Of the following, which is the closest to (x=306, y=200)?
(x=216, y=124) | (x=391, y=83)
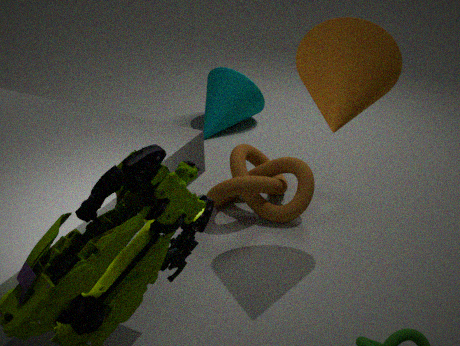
(x=391, y=83)
